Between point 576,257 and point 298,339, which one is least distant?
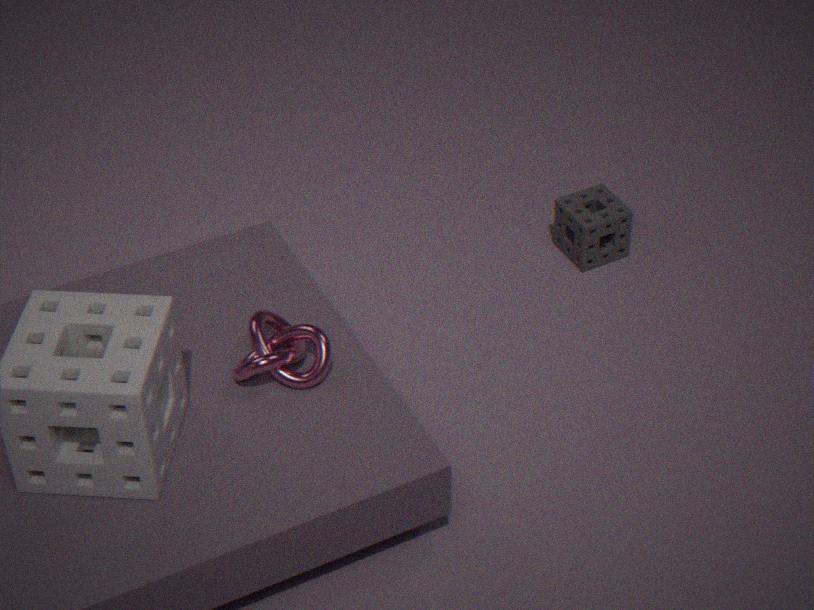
point 298,339
